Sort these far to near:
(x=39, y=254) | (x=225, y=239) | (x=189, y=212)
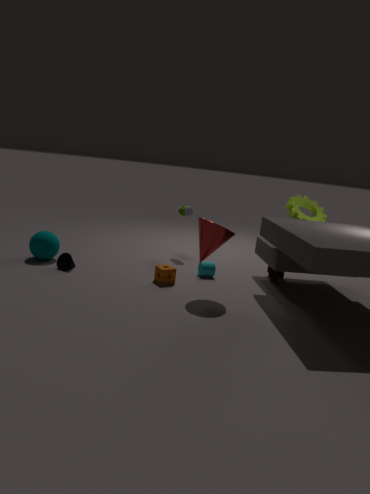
1. (x=189, y=212)
2. (x=39, y=254)
3. (x=225, y=239)
